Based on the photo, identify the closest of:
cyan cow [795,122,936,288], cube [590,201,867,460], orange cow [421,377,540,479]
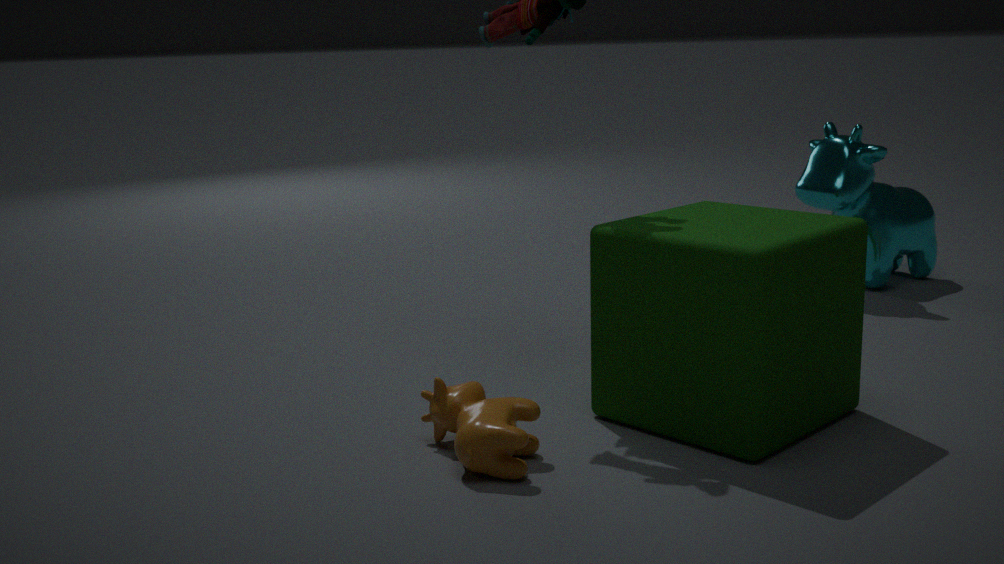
orange cow [421,377,540,479]
